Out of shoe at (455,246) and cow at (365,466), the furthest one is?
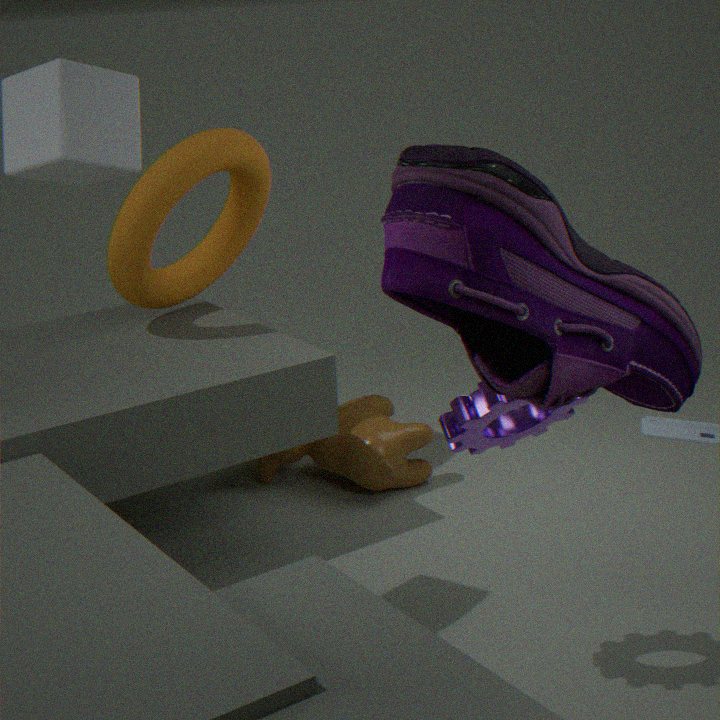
cow at (365,466)
